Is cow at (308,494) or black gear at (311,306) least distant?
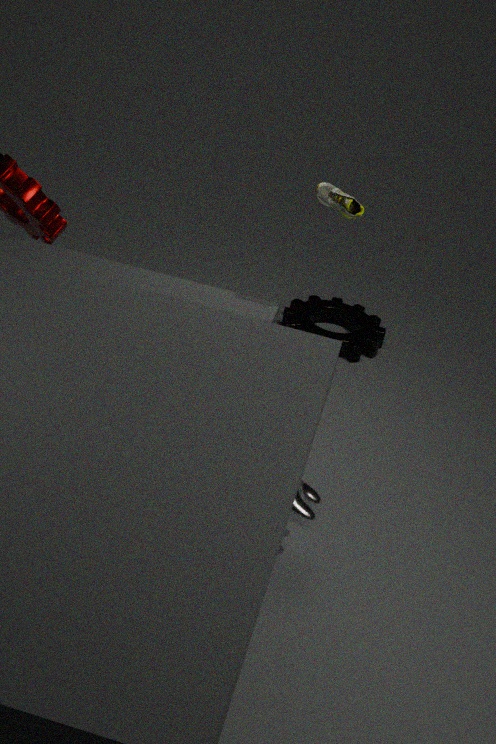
cow at (308,494)
